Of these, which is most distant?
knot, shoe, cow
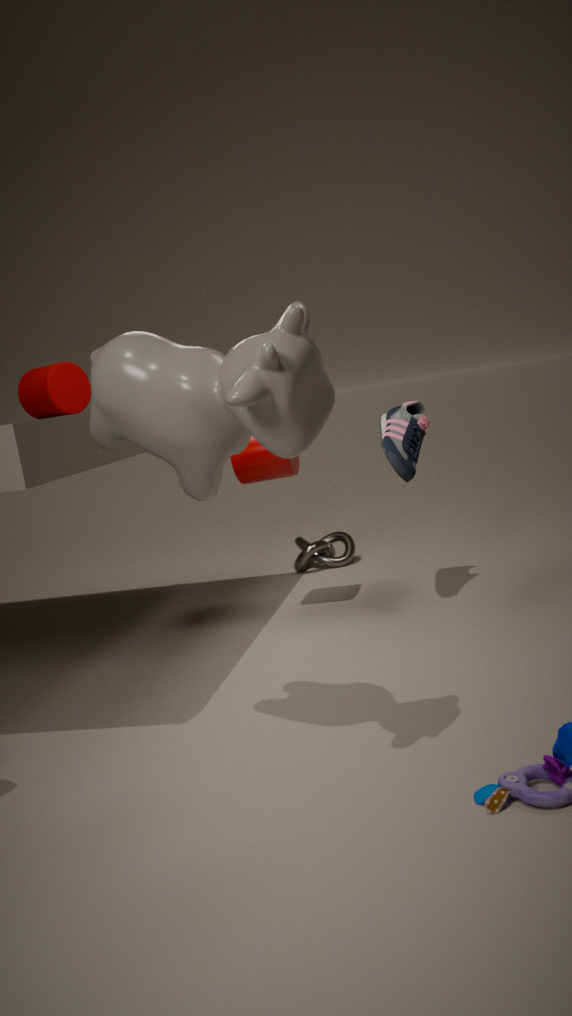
knot
